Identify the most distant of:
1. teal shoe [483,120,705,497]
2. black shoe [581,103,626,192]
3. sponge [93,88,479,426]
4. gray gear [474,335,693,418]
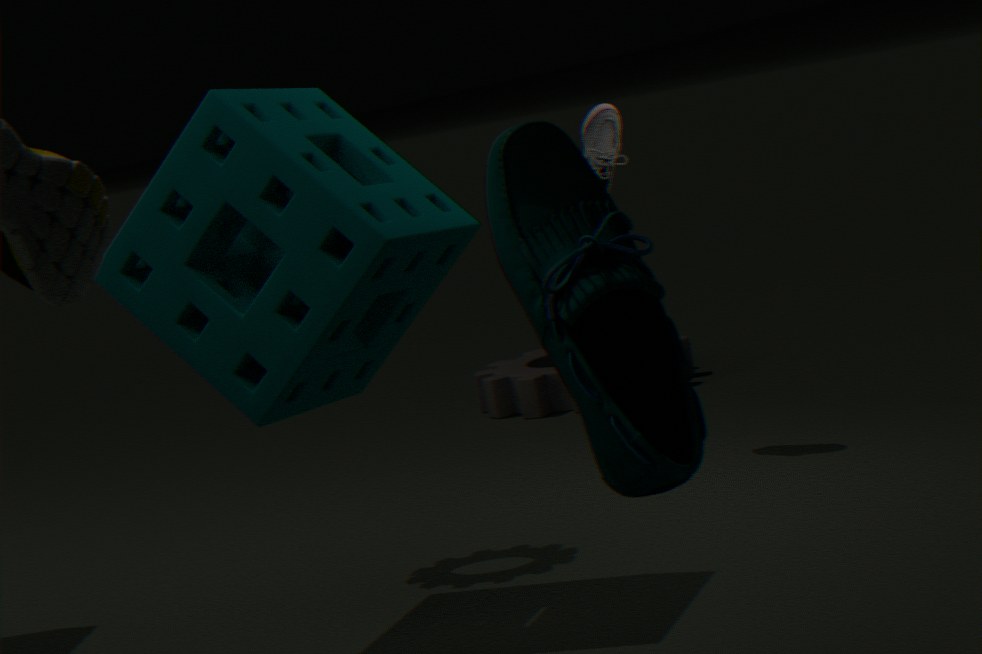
gray gear [474,335,693,418]
